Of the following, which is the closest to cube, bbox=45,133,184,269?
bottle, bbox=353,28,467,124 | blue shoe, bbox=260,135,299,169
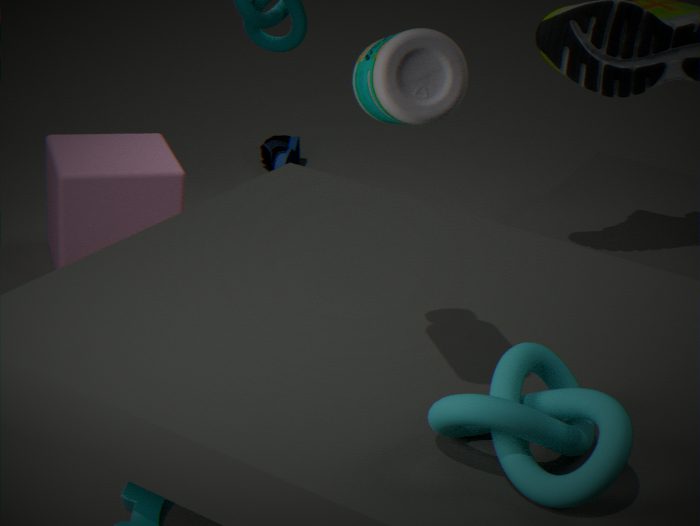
blue shoe, bbox=260,135,299,169
